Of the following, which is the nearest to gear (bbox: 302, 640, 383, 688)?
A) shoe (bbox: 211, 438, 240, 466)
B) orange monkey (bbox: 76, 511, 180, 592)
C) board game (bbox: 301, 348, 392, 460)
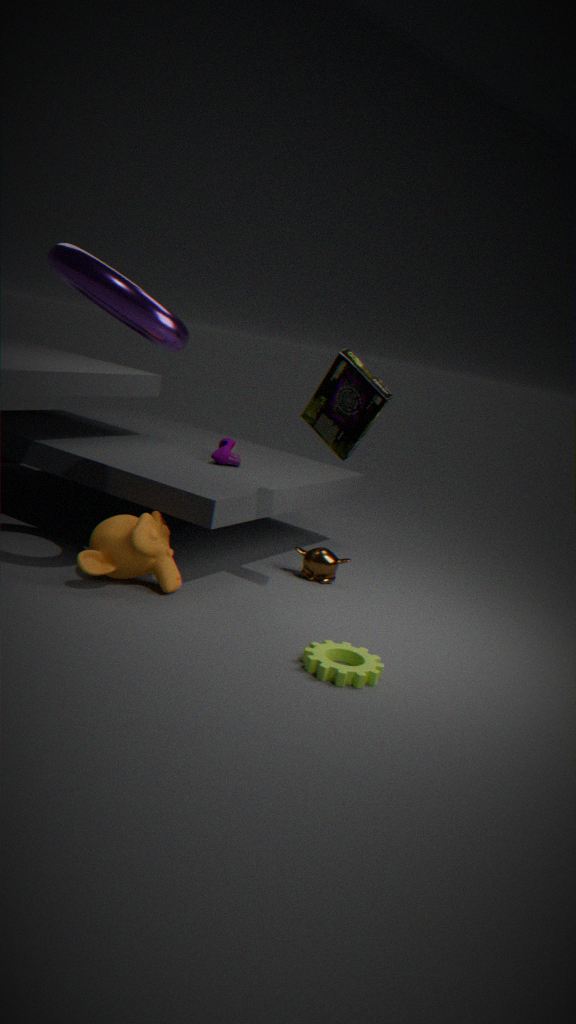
orange monkey (bbox: 76, 511, 180, 592)
